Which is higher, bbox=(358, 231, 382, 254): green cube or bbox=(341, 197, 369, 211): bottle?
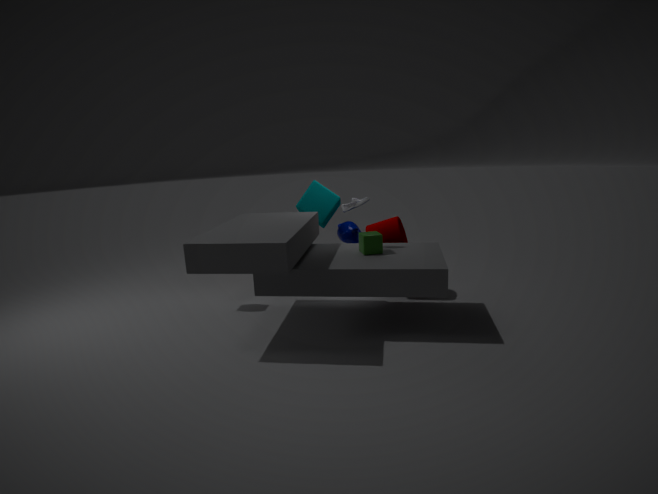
bbox=(341, 197, 369, 211): bottle
